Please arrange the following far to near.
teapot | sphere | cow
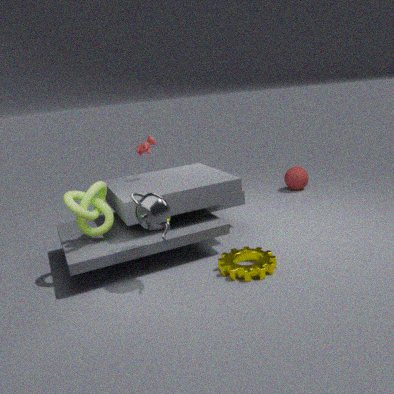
sphere
cow
teapot
